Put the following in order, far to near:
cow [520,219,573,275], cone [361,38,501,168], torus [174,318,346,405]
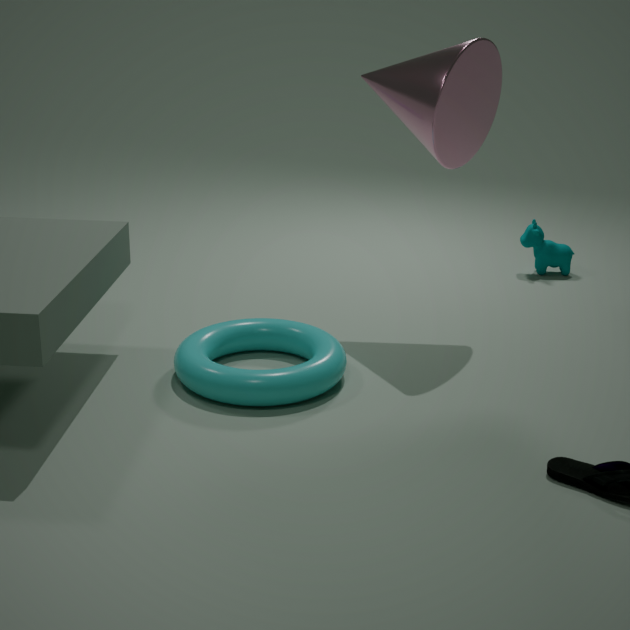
cow [520,219,573,275], cone [361,38,501,168], torus [174,318,346,405]
